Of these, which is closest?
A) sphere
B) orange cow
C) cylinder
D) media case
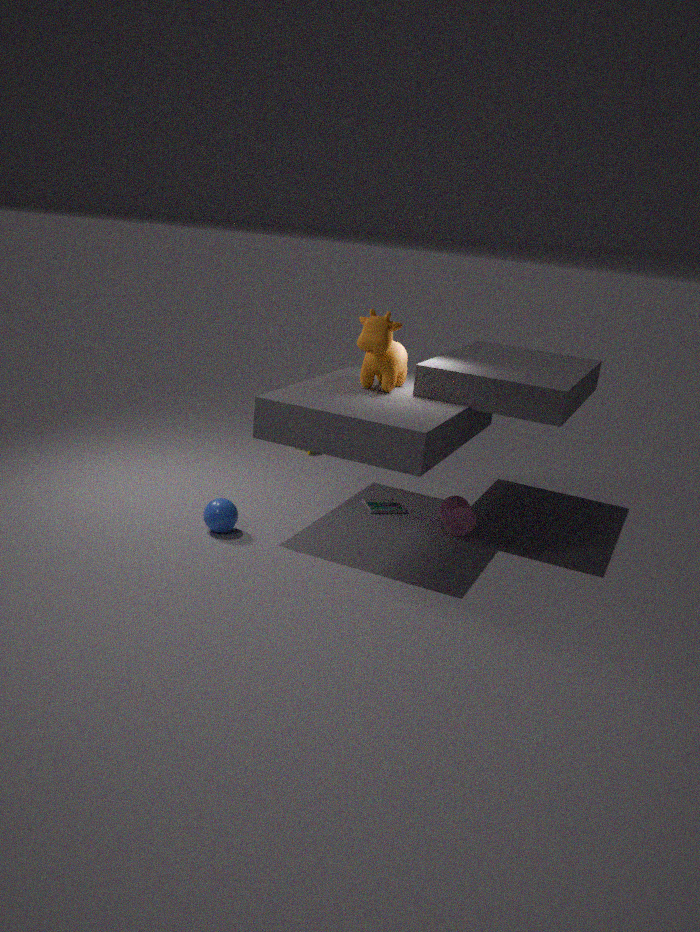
sphere
